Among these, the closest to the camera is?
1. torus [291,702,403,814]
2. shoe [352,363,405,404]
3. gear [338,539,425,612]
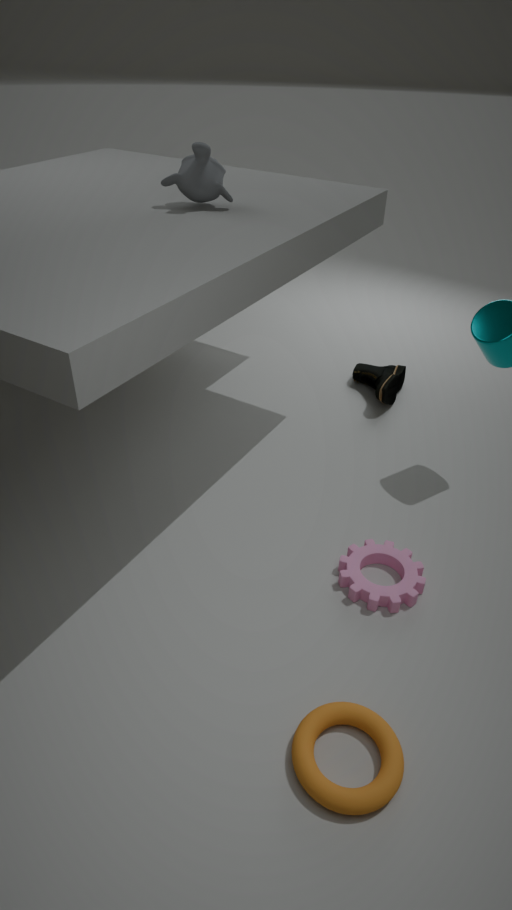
torus [291,702,403,814]
